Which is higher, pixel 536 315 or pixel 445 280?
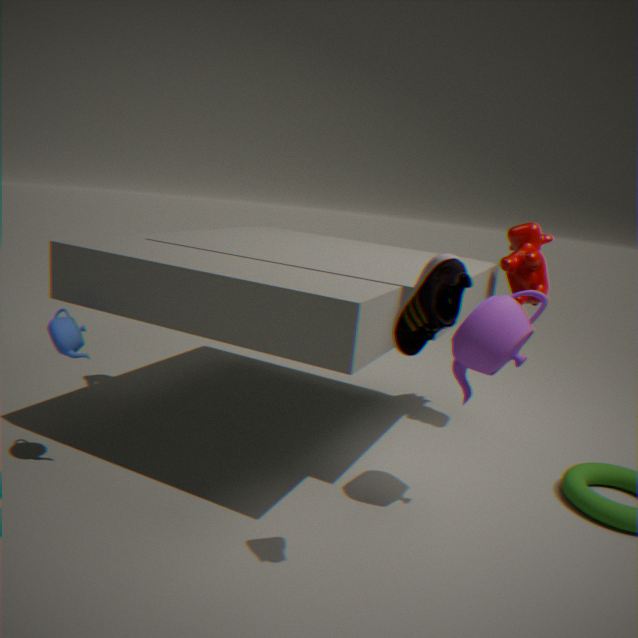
pixel 445 280
